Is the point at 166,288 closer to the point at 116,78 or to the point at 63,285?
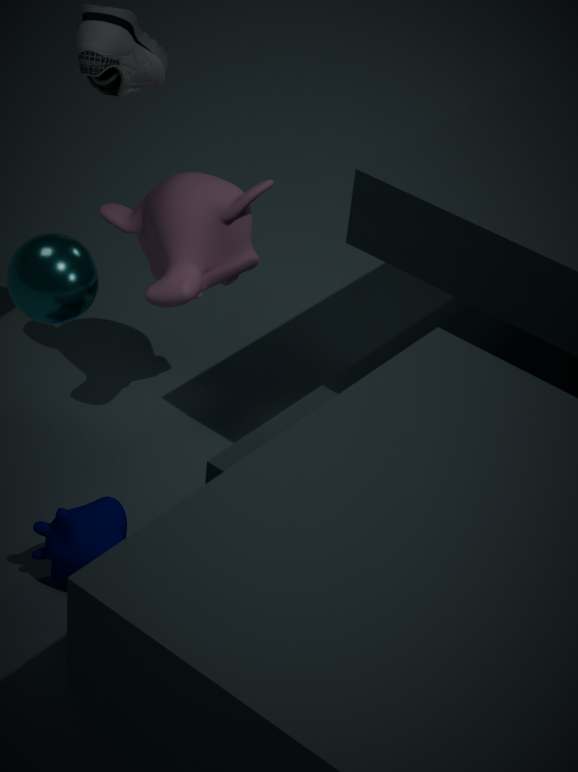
the point at 116,78
